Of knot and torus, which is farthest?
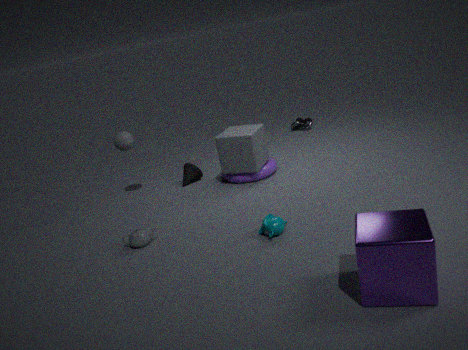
knot
